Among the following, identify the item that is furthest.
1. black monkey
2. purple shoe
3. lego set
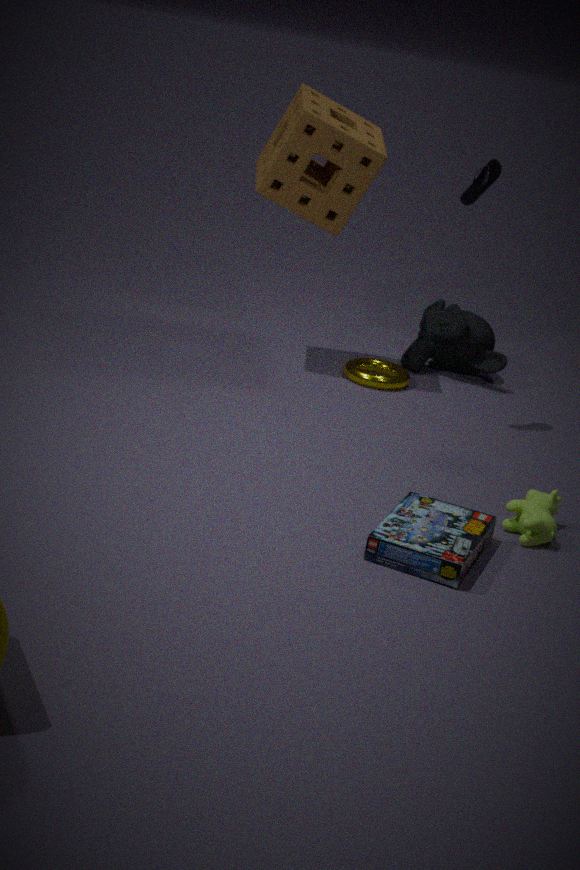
black monkey
